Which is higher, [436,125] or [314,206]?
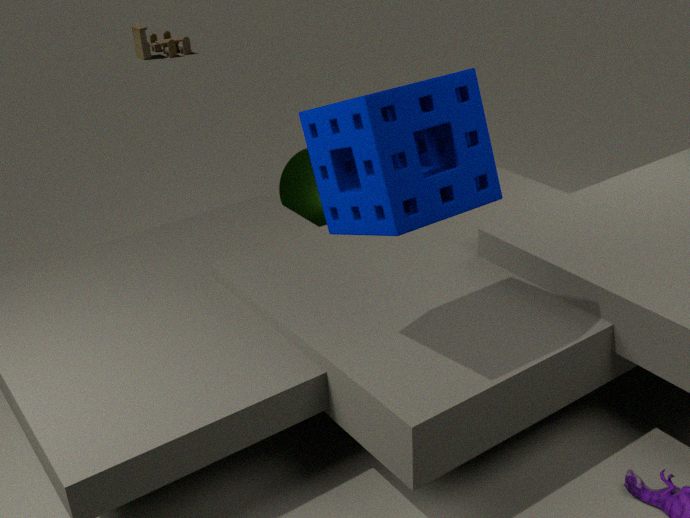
[436,125]
